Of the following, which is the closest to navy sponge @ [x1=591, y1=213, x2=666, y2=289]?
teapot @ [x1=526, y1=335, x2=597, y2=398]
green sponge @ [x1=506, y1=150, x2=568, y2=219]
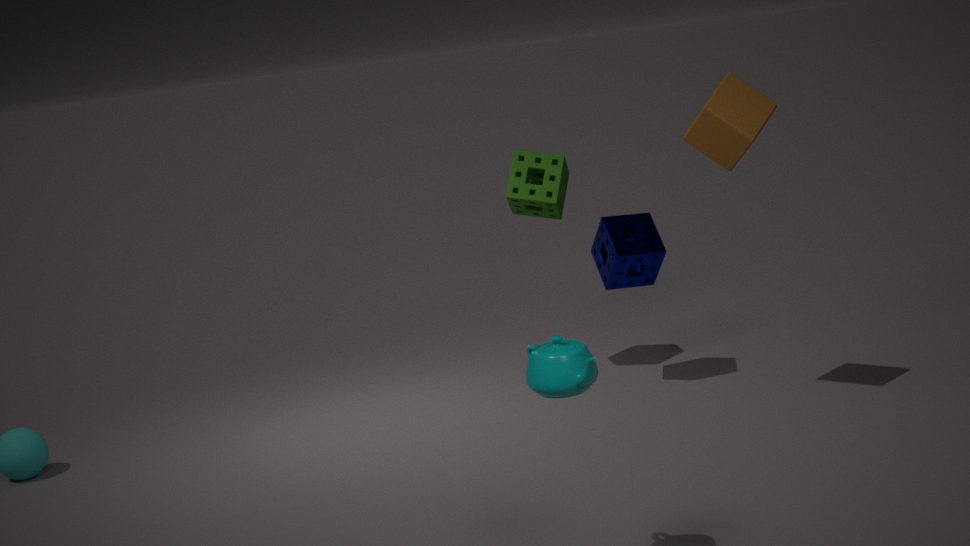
green sponge @ [x1=506, y1=150, x2=568, y2=219]
